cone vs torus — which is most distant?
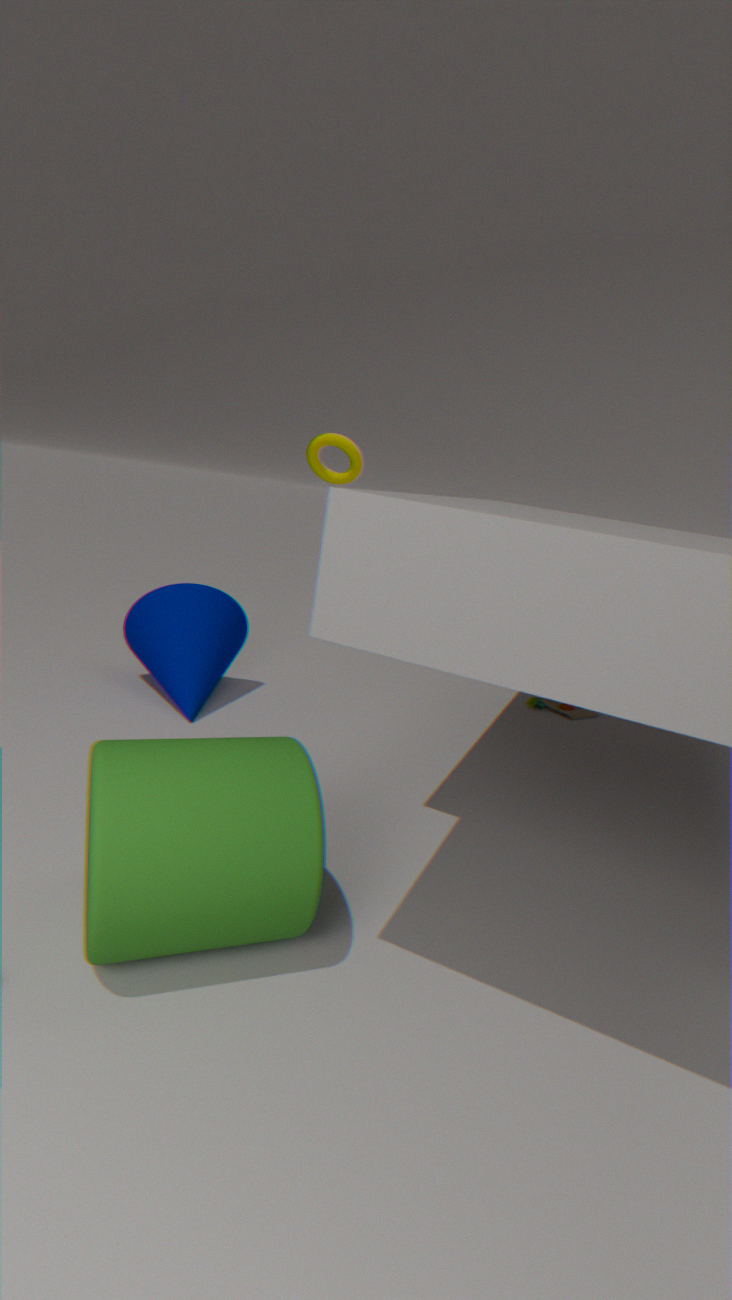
torus
